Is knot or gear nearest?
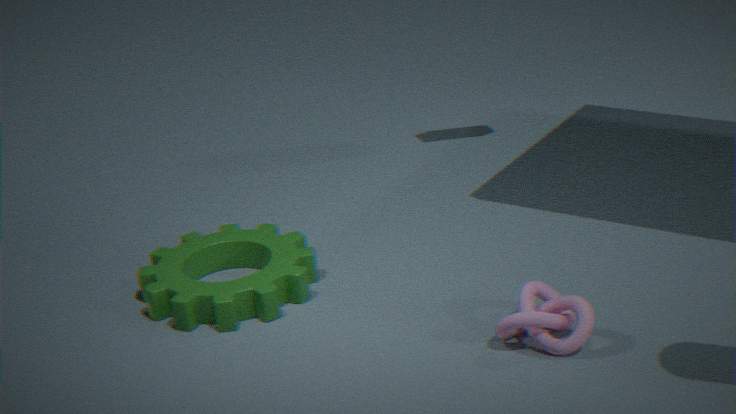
knot
